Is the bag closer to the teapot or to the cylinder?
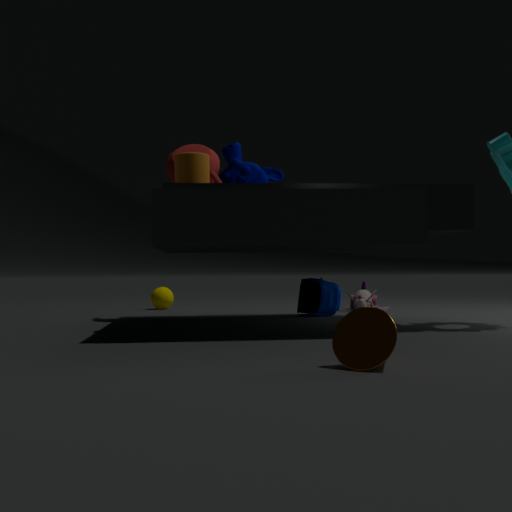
the teapot
